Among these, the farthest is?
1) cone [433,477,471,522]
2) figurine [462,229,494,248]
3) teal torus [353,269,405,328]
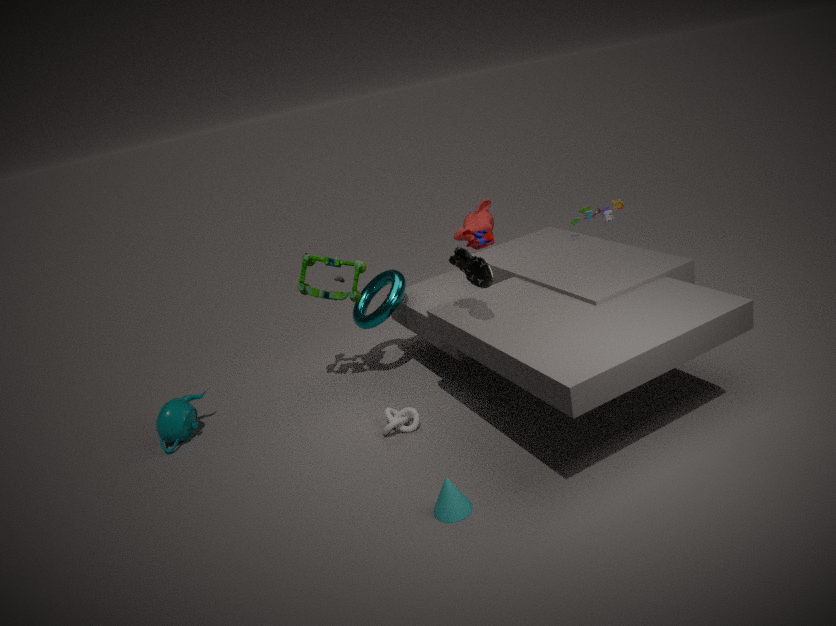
3. teal torus [353,269,405,328]
